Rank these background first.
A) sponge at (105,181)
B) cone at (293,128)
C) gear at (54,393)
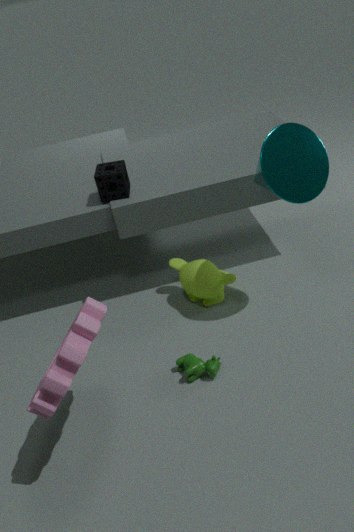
sponge at (105,181)
cone at (293,128)
gear at (54,393)
